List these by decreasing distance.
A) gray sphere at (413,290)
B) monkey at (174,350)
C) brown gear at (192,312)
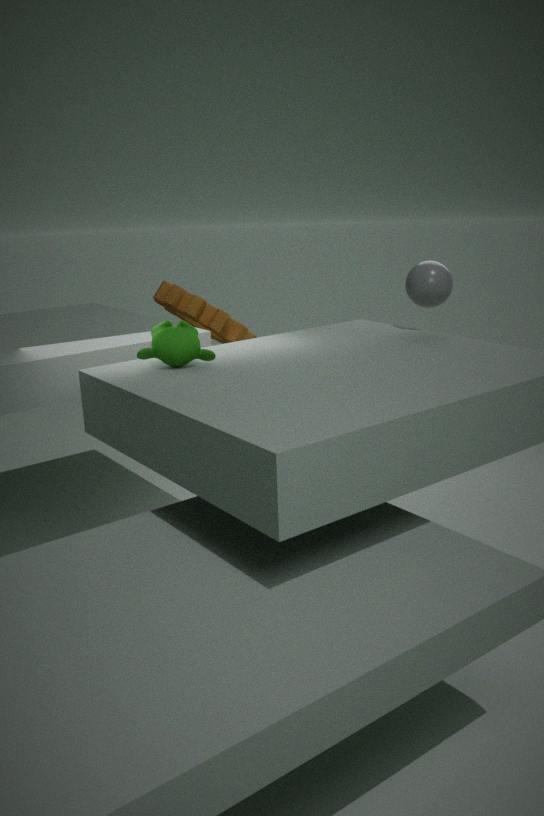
brown gear at (192,312) → gray sphere at (413,290) → monkey at (174,350)
